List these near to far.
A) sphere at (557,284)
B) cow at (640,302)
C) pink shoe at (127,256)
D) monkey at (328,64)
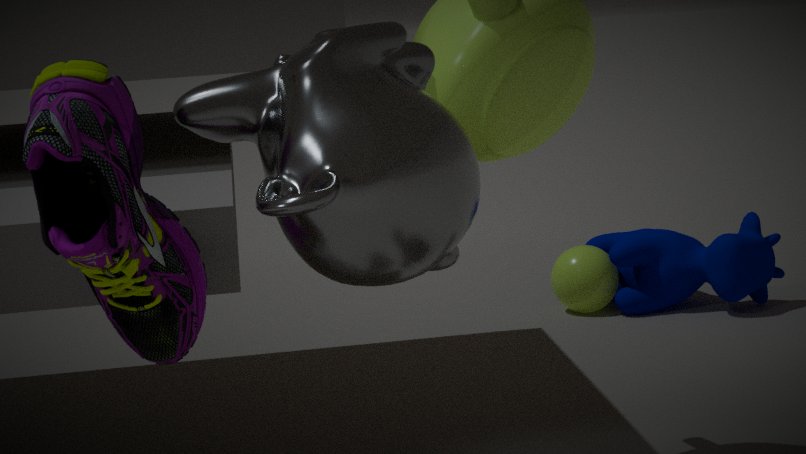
1. monkey at (328,64)
2. pink shoe at (127,256)
3. cow at (640,302)
4. sphere at (557,284)
